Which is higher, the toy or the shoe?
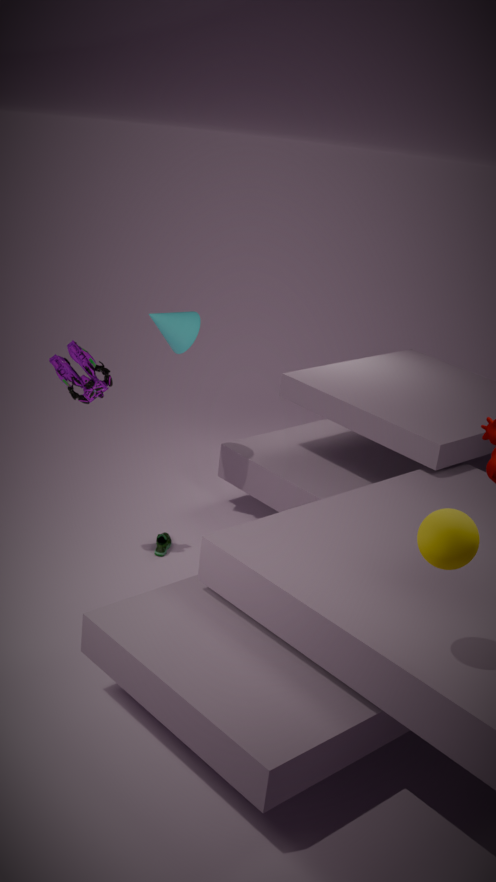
the toy
